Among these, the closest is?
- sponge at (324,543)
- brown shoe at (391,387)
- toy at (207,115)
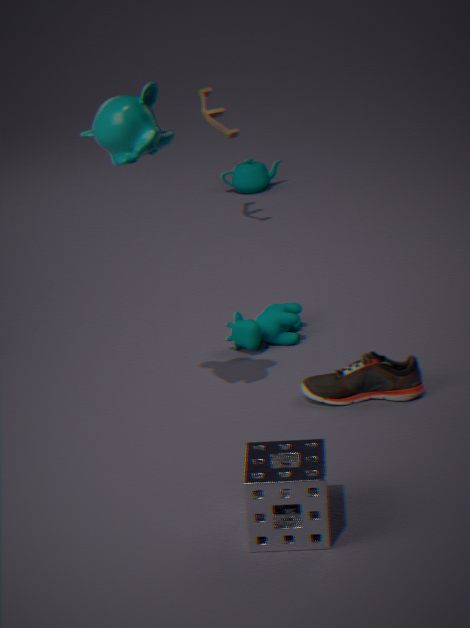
sponge at (324,543)
